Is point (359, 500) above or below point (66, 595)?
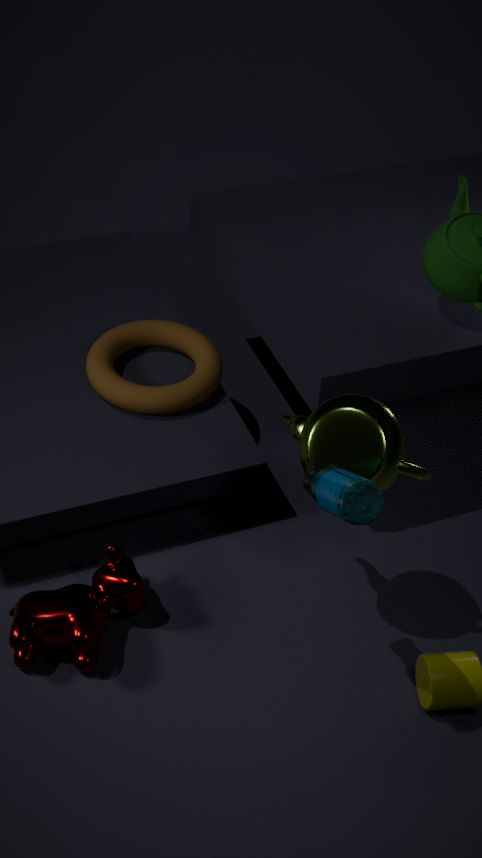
above
